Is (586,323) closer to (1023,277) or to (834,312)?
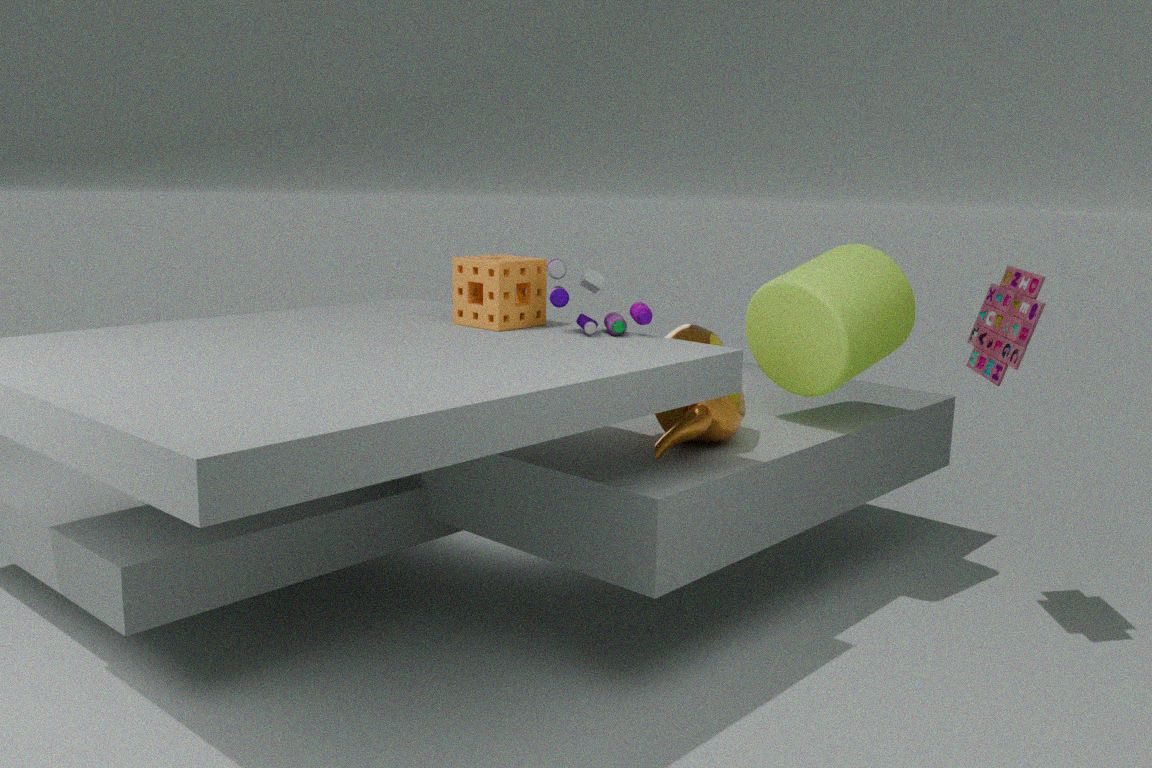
(834,312)
